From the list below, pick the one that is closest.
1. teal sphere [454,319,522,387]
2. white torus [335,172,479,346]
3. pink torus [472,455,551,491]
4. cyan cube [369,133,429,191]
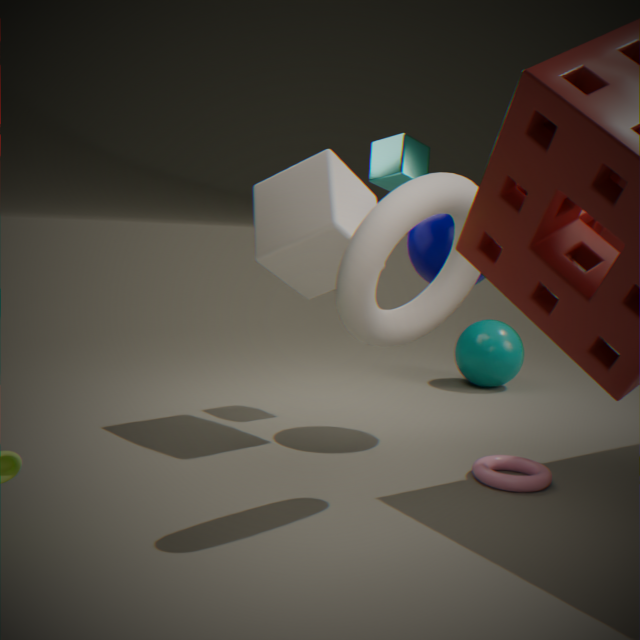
white torus [335,172,479,346]
